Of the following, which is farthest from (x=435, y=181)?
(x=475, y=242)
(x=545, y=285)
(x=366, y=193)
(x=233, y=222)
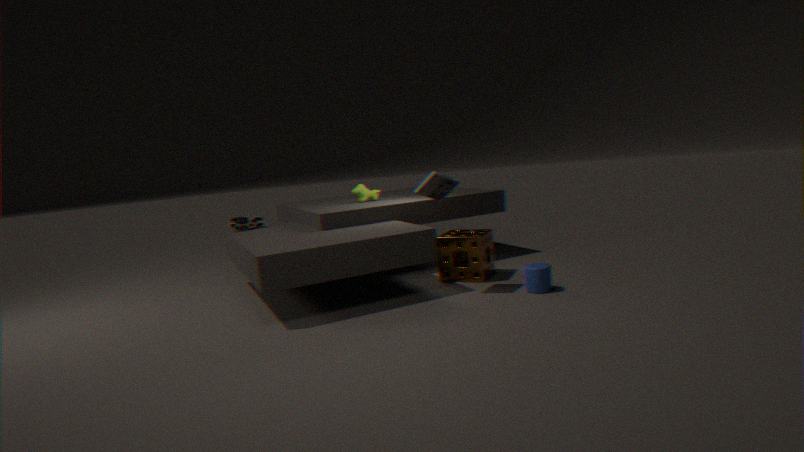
(x=233, y=222)
